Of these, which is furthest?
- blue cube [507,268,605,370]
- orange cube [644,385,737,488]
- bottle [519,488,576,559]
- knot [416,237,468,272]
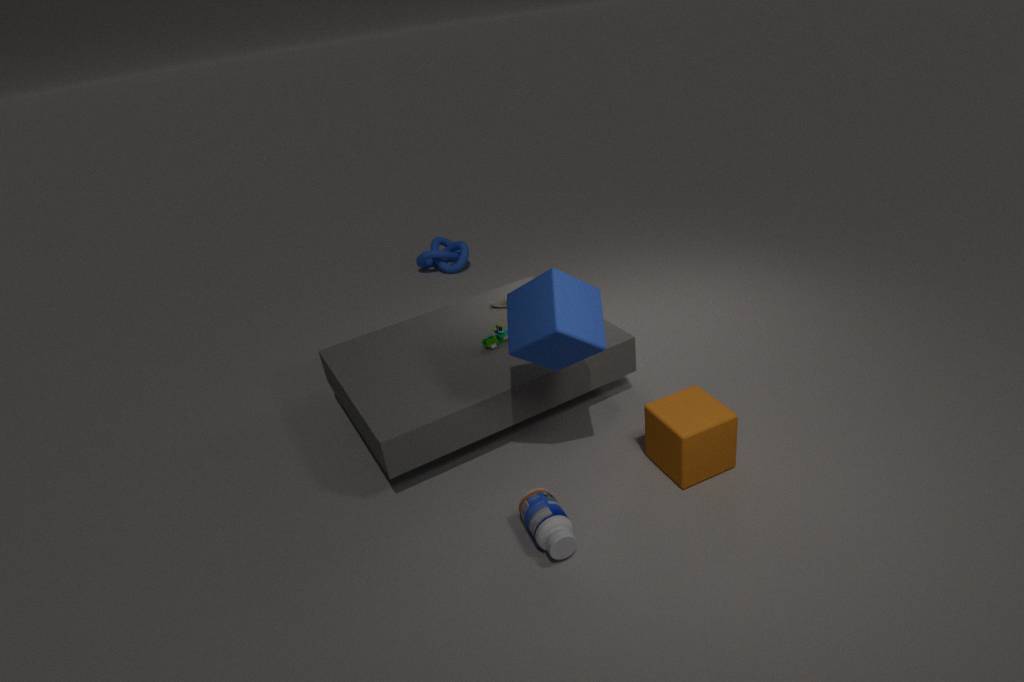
knot [416,237,468,272]
